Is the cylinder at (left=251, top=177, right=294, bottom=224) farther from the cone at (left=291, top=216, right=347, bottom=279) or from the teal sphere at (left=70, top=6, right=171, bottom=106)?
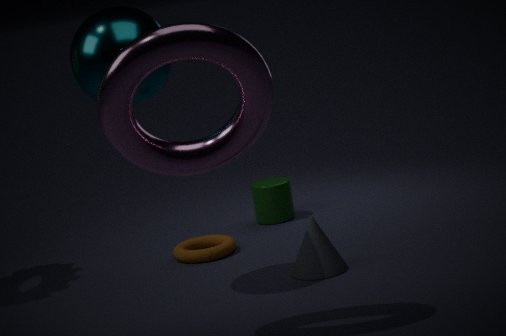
the teal sphere at (left=70, top=6, right=171, bottom=106)
